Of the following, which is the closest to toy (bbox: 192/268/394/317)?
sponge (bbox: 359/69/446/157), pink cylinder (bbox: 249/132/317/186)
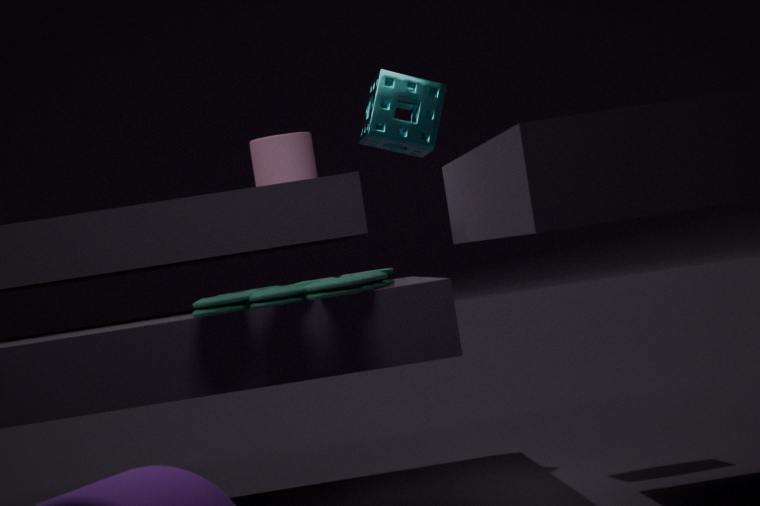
sponge (bbox: 359/69/446/157)
